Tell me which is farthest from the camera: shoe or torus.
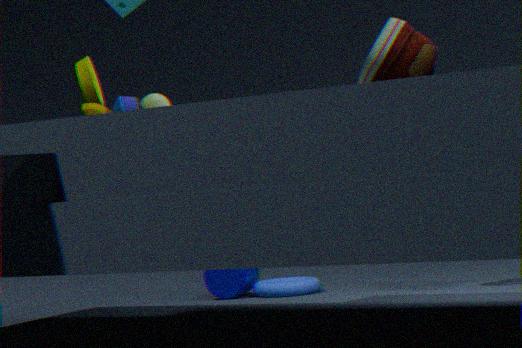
torus
